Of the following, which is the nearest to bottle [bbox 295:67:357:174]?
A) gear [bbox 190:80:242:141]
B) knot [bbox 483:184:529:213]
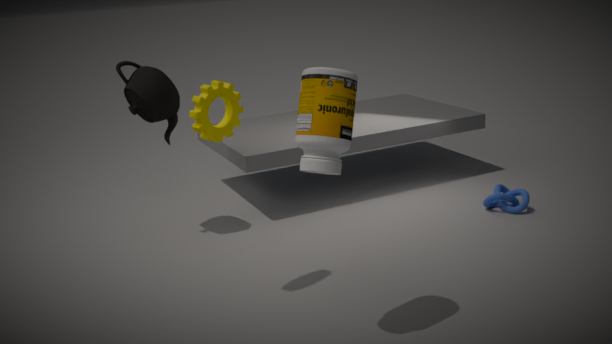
gear [bbox 190:80:242:141]
